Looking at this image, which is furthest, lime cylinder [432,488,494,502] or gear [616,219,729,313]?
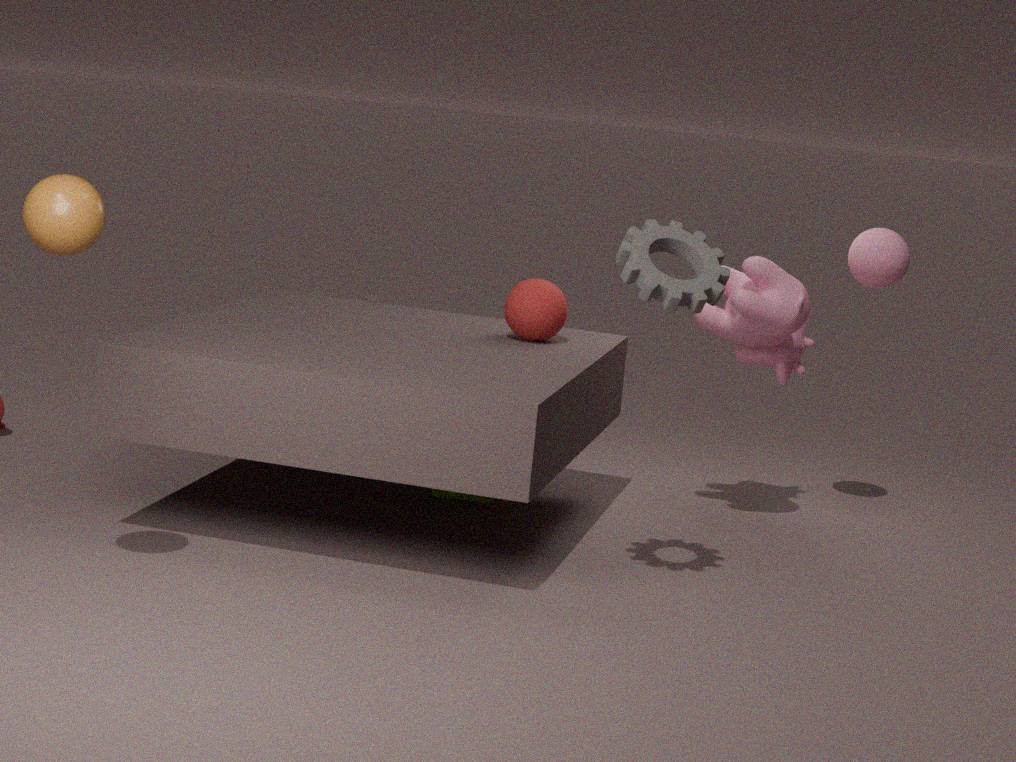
lime cylinder [432,488,494,502]
